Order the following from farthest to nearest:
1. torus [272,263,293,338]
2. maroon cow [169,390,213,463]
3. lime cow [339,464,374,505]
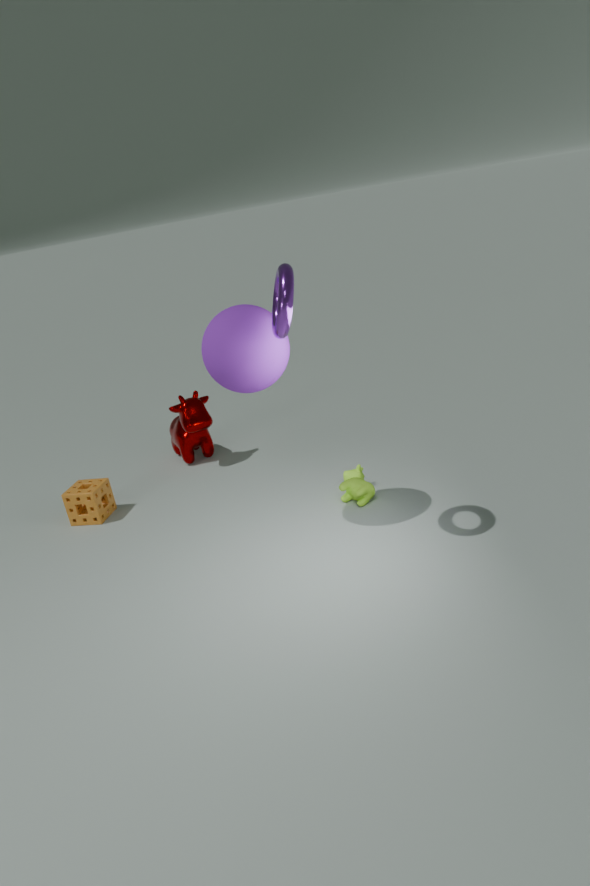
1. maroon cow [169,390,213,463]
2. lime cow [339,464,374,505]
3. torus [272,263,293,338]
